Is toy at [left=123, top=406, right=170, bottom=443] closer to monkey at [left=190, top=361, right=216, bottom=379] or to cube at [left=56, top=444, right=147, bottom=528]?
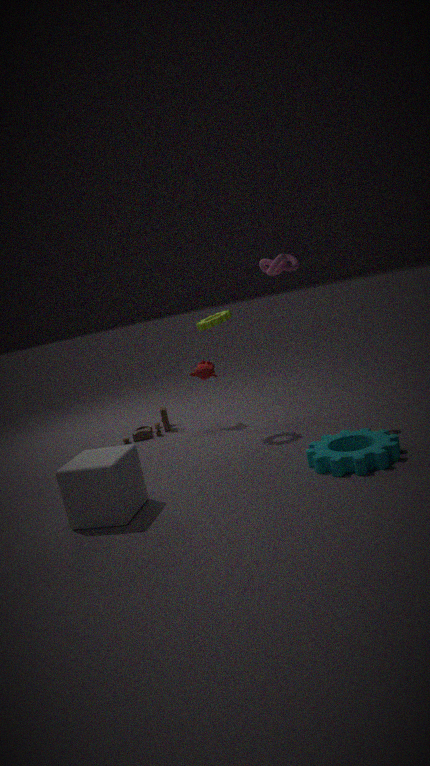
monkey at [left=190, top=361, right=216, bottom=379]
